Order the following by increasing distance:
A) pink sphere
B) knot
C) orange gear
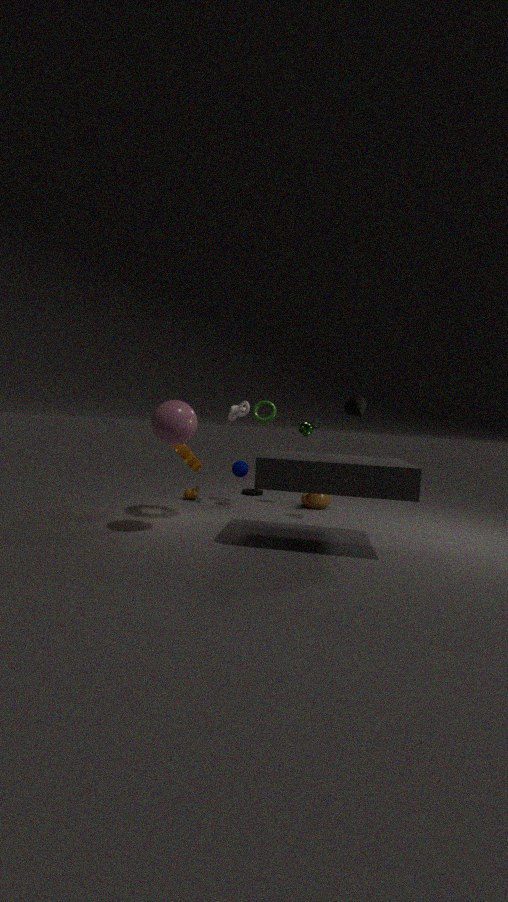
pink sphere → orange gear → knot
